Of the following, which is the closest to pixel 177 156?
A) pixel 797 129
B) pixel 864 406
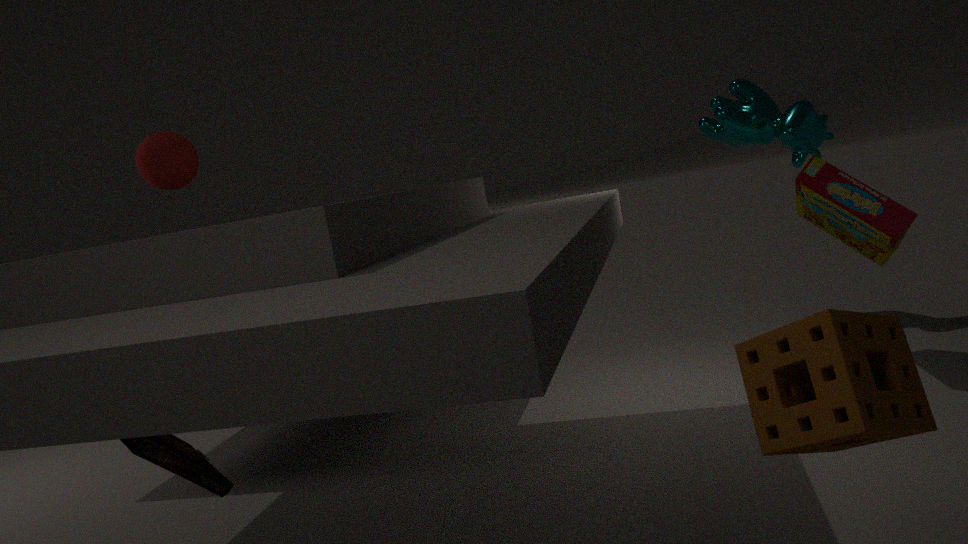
pixel 864 406
